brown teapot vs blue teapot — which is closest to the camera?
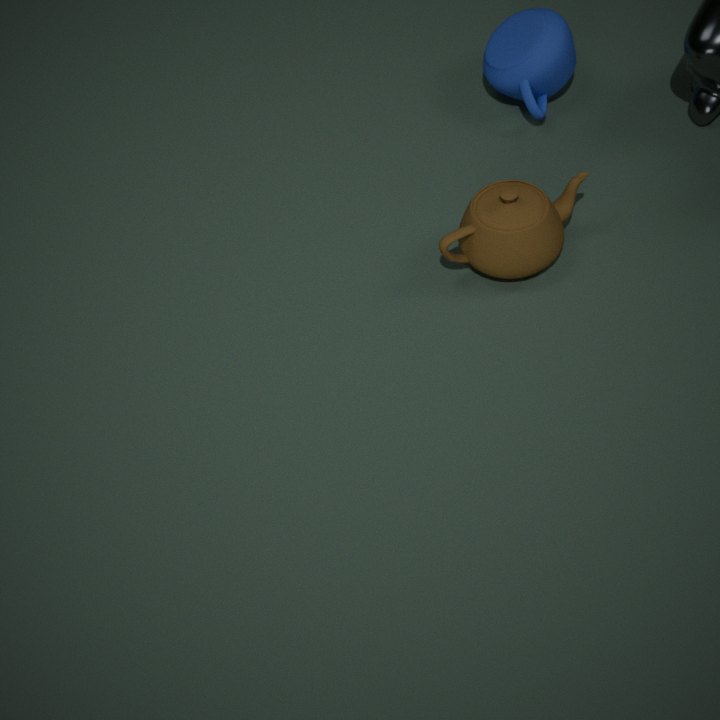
brown teapot
